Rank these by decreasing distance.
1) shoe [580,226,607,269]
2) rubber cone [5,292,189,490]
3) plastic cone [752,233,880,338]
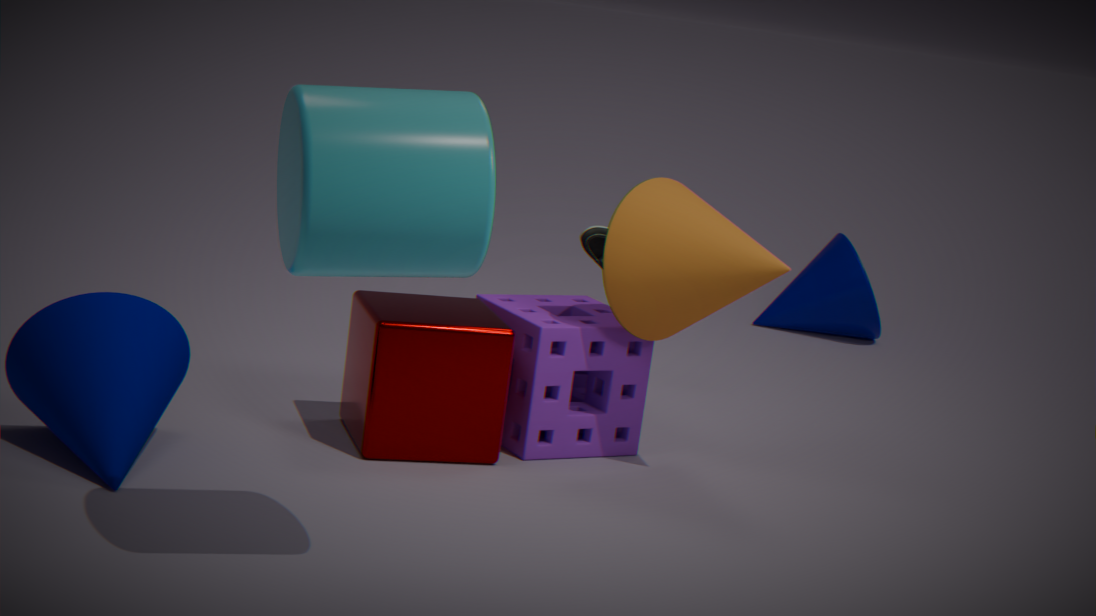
3. plastic cone [752,233,880,338], 1. shoe [580,226,607,269], 2. rubber cone [5,292,189,490]
